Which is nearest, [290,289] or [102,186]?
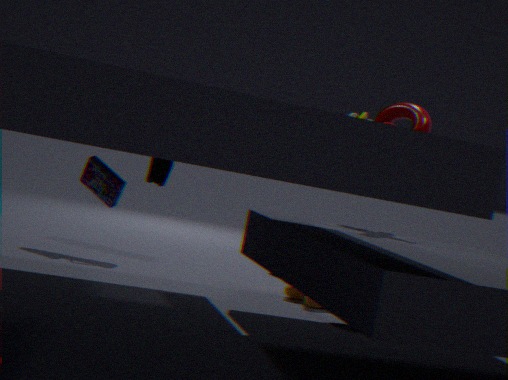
[102,186]
